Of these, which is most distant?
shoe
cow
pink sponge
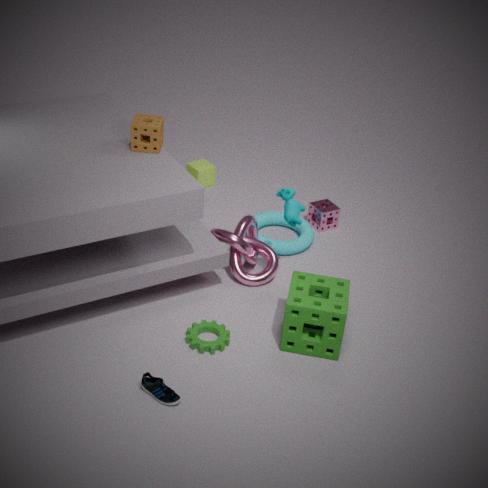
pink sponge
